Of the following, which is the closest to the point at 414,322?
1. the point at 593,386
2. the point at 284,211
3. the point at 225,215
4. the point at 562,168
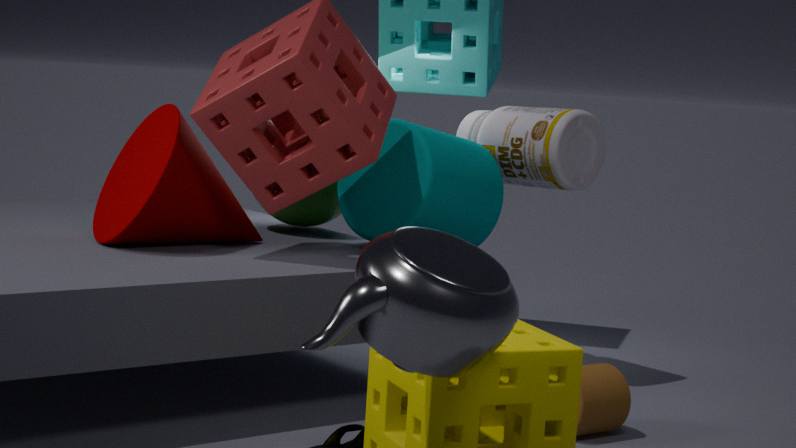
the point at 593,386
